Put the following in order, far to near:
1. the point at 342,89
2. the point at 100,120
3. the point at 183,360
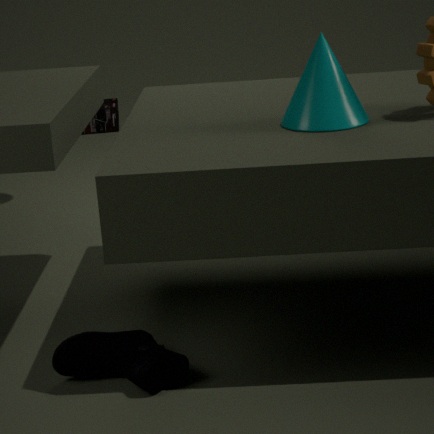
the point at 100,120
the point at 342,89
the point at 183,360
